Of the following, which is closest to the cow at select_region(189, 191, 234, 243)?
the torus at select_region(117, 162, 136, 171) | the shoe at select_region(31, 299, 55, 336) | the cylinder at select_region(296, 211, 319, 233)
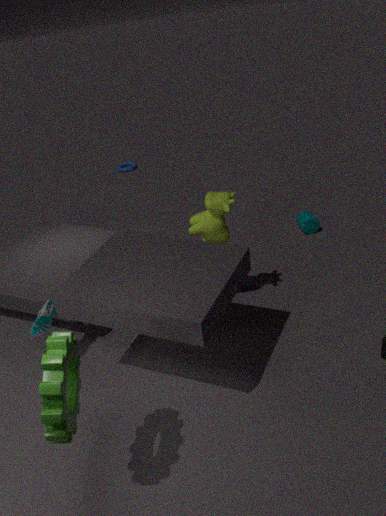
the shoe at select_region(31, 299, 55, 336)
